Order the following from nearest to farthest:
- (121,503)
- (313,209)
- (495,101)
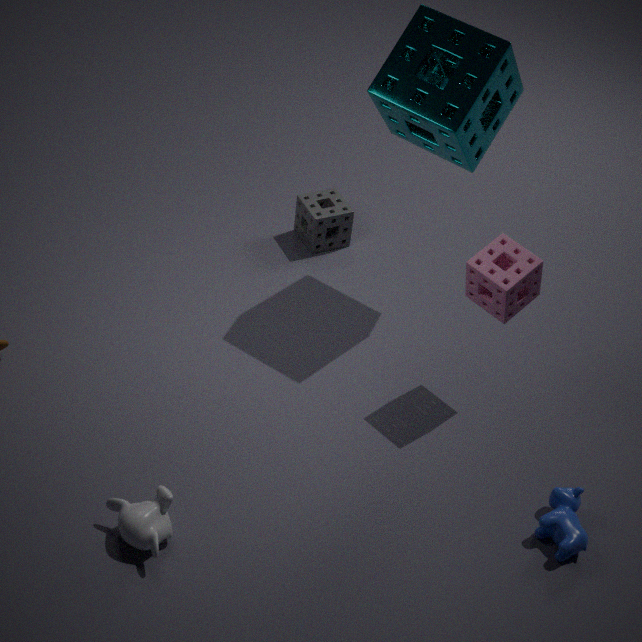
(121,503) → (495,101) → (313,209)
